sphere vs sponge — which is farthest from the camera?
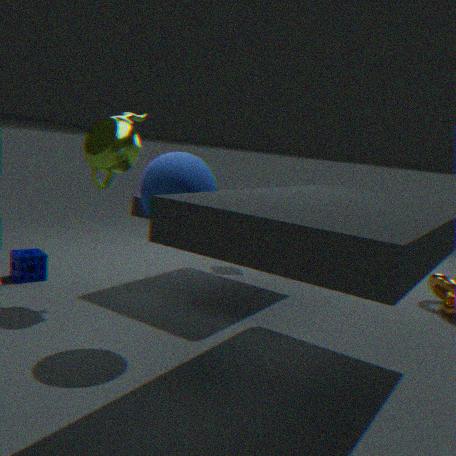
sponge
